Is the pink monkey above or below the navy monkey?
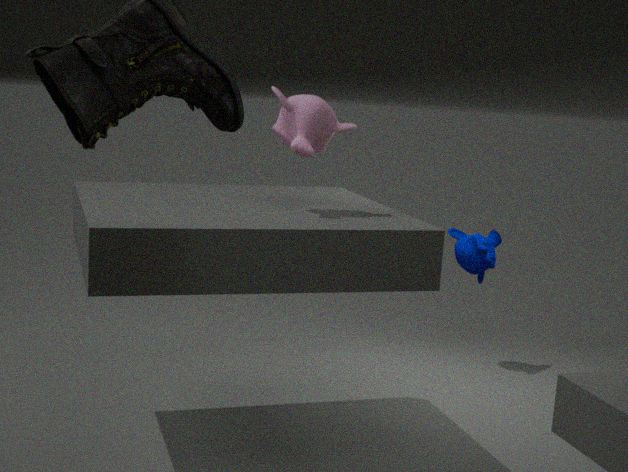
above
